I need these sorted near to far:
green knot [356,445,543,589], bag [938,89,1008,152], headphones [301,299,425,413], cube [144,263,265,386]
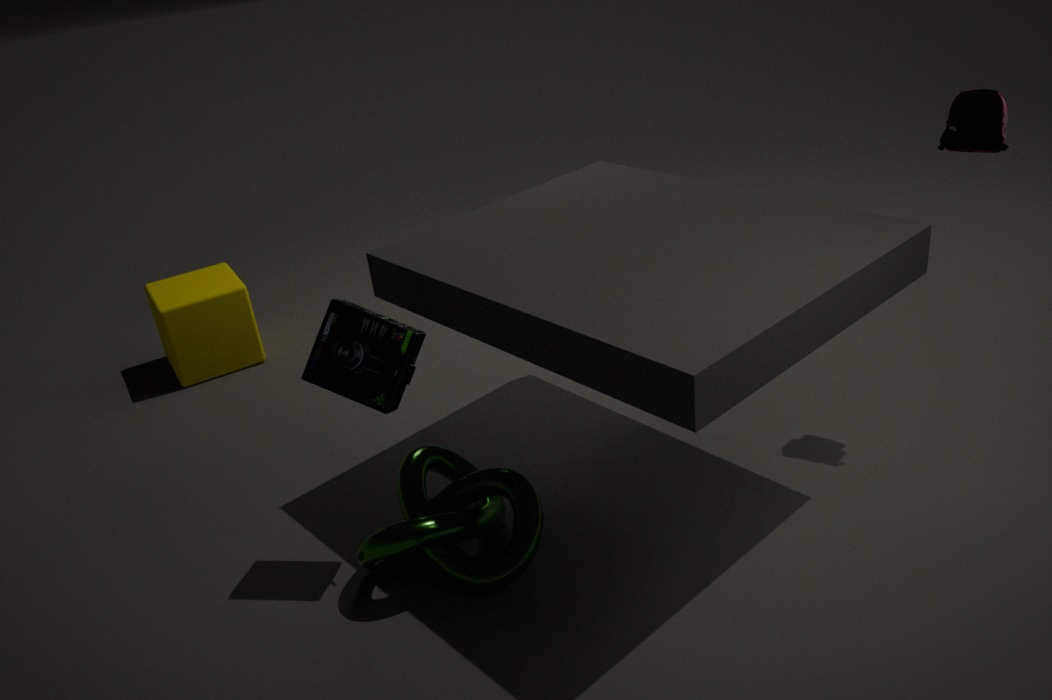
headphones [301,299,425,413] < green knot [356,445,543,589] < bag [938,89,1008,152] < cube [144,263,265,386]
